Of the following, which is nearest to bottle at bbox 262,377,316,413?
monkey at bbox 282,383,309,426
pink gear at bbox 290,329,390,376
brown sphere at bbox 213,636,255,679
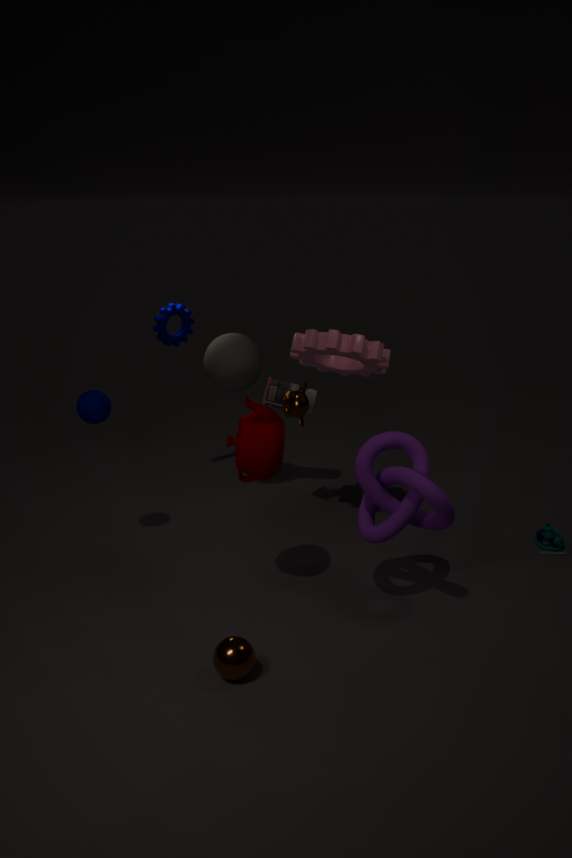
monkey at bbox 282,383,309,426
